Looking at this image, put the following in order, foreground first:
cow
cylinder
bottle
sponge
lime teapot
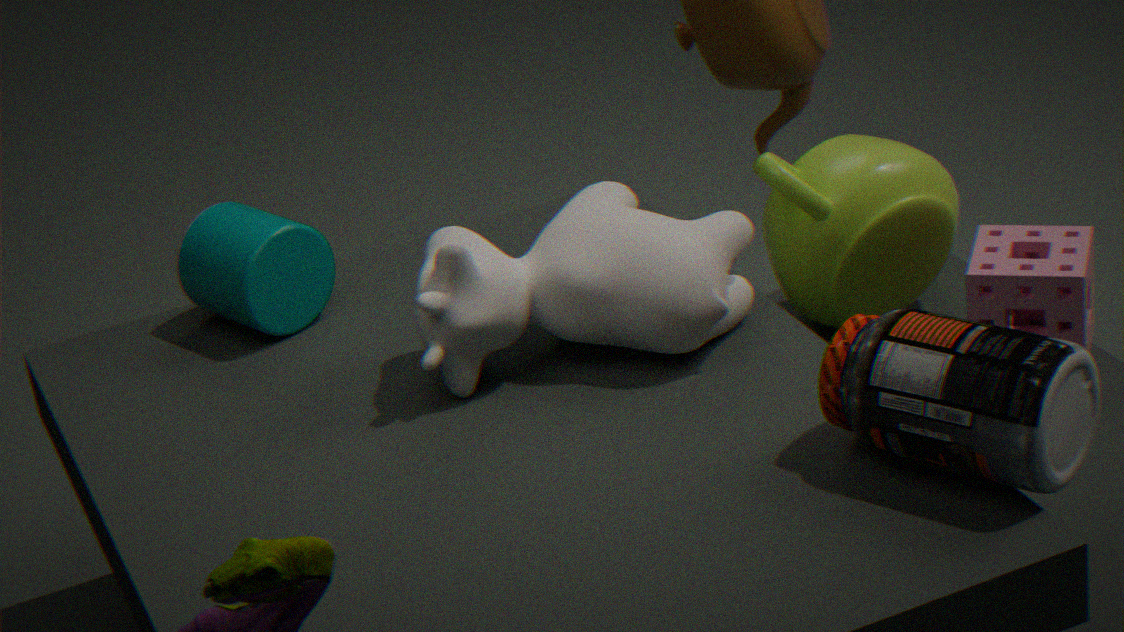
bottle
cow
cylinder
sponge
lime teapot
